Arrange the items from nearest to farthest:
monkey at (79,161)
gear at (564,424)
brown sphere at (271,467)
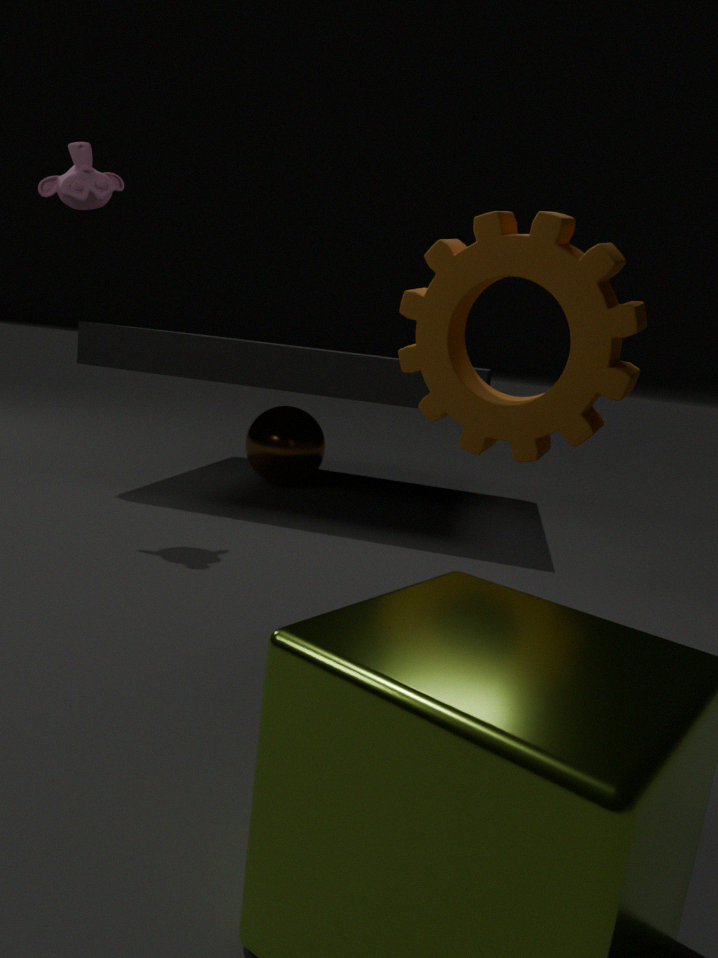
gear at (564,424) < monkey at (79,161) < brown sphere at (271,467)
